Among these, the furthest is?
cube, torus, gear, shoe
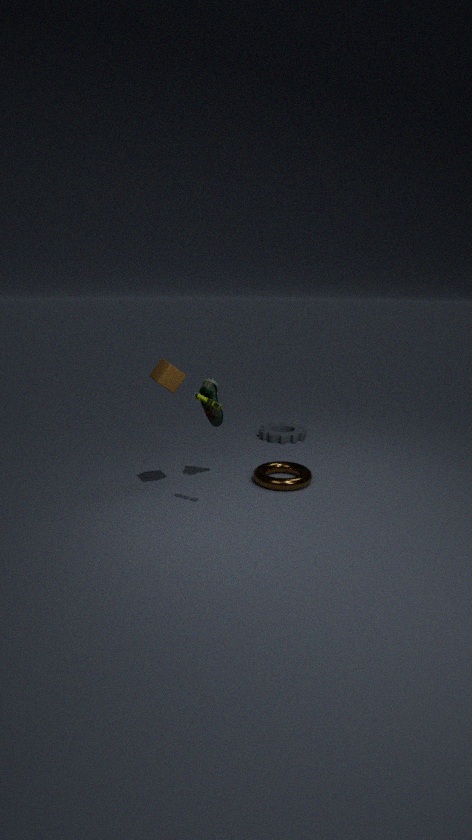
gear
